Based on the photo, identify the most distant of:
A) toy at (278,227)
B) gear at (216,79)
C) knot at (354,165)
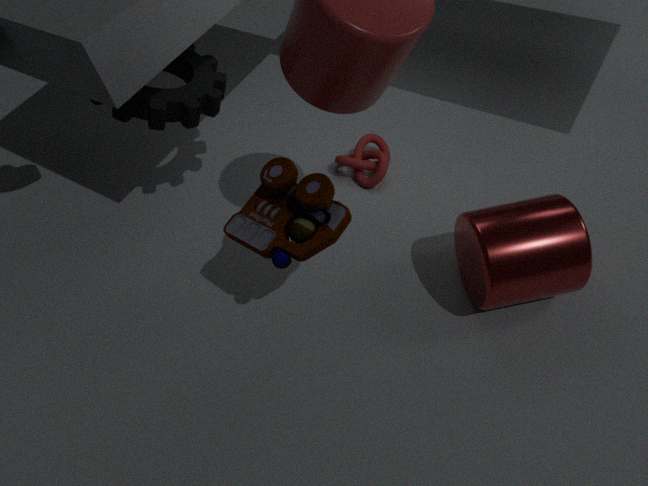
knot at (354,165)
